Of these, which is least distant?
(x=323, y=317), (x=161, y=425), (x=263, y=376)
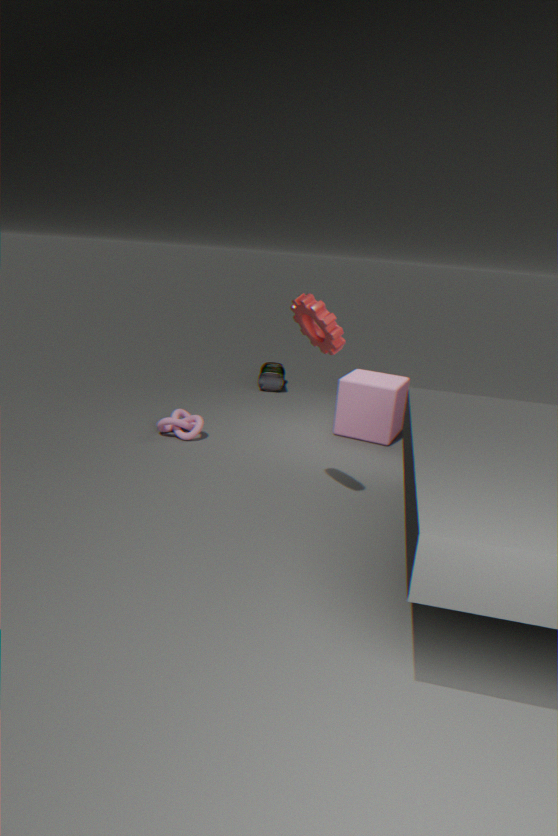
(x=323, y=317)
